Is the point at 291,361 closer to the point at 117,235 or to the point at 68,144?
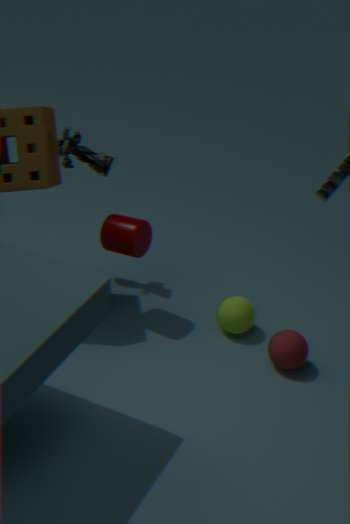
the point at 117,235
